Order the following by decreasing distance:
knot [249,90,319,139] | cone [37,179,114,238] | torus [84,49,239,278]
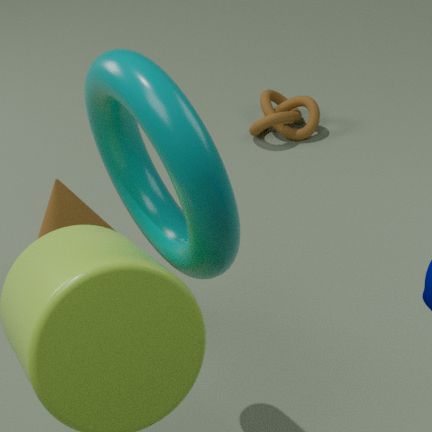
knot [249,90,319,139]
cone [37,179,114,238]
torus [84,49,239,278]
